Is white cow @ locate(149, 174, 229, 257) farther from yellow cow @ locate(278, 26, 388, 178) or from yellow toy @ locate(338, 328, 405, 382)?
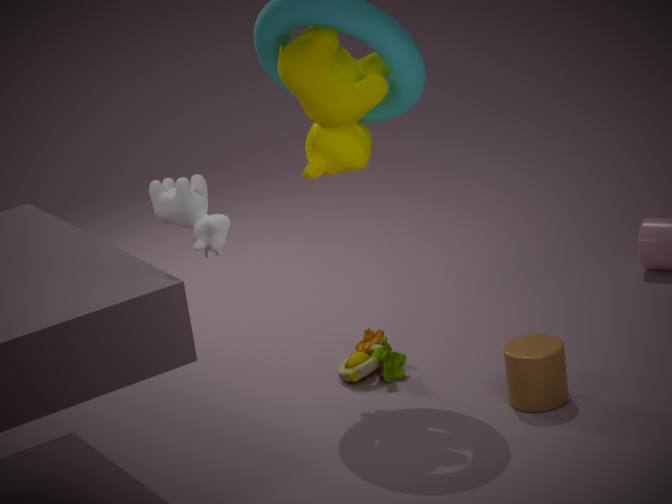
yellow toy @ locate(338, 328, 405, 382)
